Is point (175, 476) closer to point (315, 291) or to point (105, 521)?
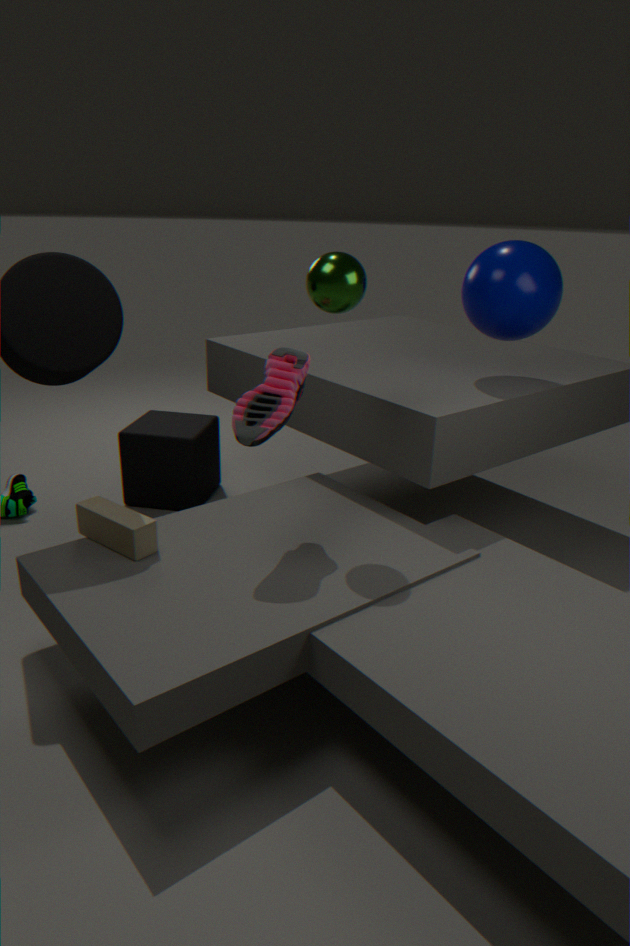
point (105, 521)
